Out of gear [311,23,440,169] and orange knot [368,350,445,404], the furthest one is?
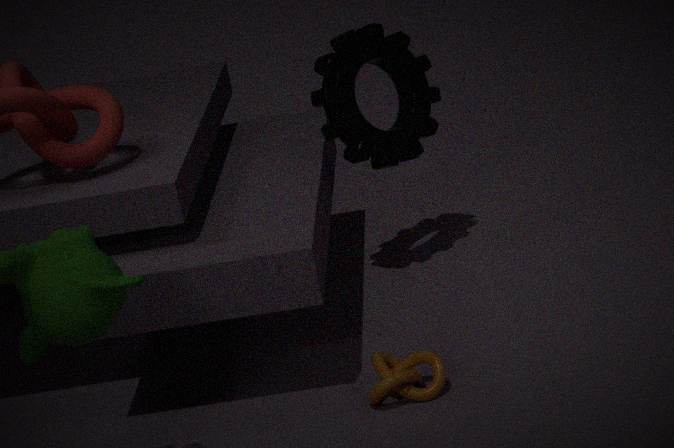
gear [311,23,440,169]
